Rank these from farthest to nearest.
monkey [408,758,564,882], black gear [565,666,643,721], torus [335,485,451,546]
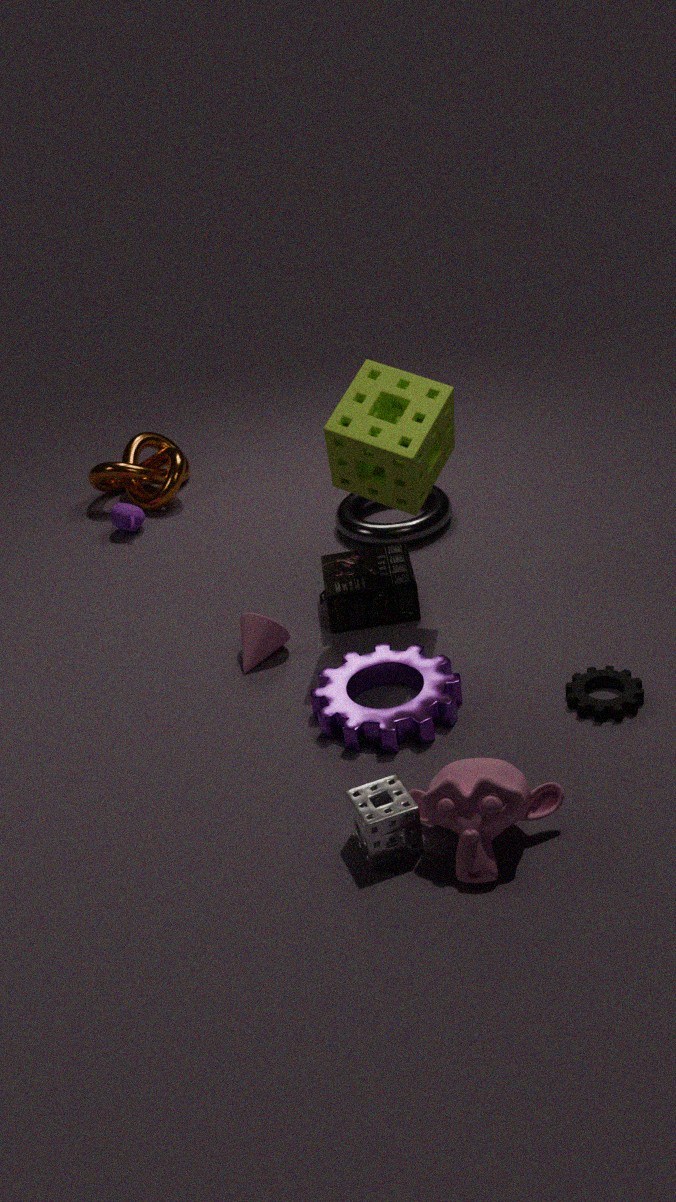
1. torus [335,485,451,546]
2. black gear [565,666,643,721]
3. monkey [408,758,564,882]
